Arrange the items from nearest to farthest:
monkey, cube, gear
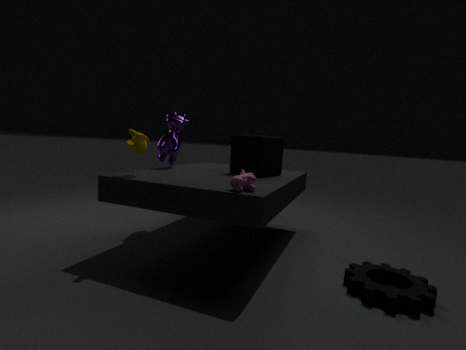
gear → monkey → cube
